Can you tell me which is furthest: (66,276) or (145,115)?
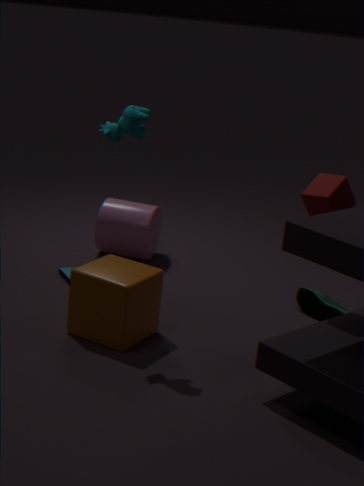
(66,276)
